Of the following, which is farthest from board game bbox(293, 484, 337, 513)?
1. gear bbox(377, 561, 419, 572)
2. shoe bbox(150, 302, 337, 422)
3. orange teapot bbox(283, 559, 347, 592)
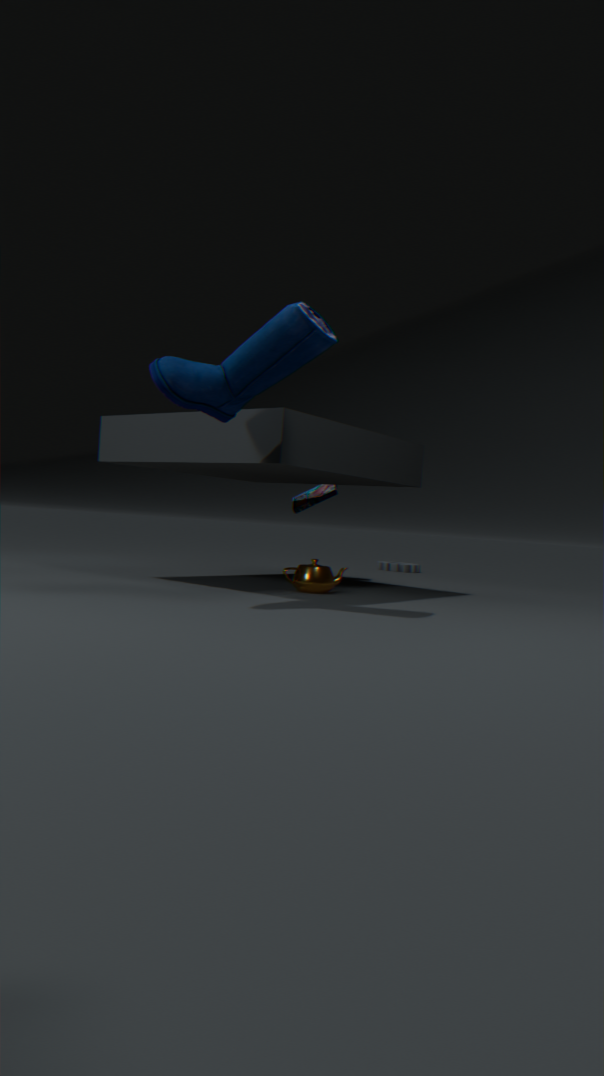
shoe bbox(150, 302, 337, 422)
